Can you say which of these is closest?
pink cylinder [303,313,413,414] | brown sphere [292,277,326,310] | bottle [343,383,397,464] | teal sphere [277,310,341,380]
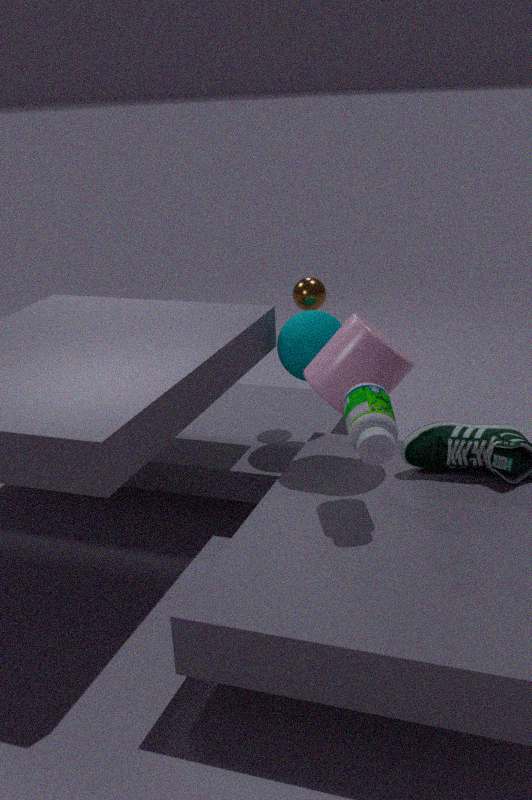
bottle [343,383,397,464]
